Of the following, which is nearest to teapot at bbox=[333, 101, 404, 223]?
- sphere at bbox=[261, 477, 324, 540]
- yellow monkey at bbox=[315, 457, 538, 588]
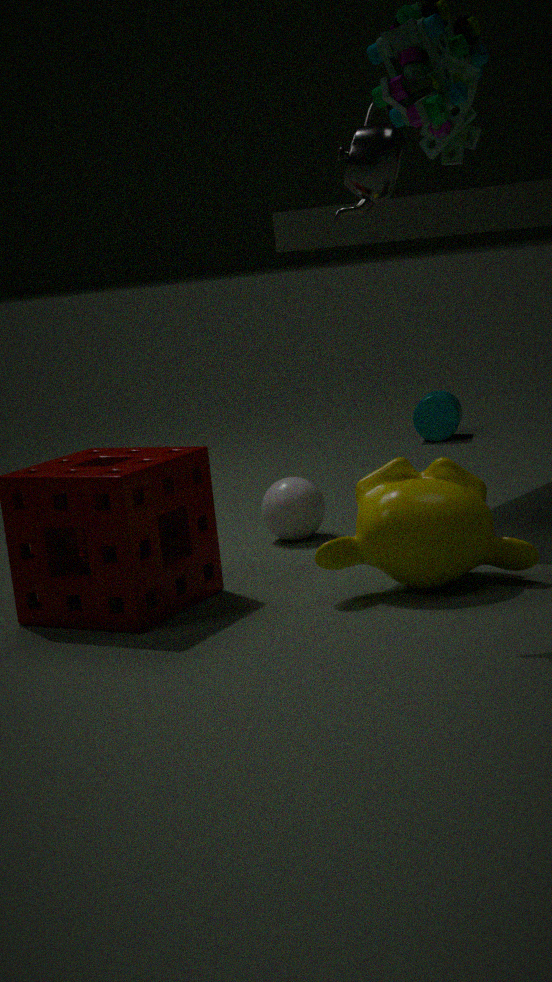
yellow monkey at bbox=[315, 457, 538, 588]
